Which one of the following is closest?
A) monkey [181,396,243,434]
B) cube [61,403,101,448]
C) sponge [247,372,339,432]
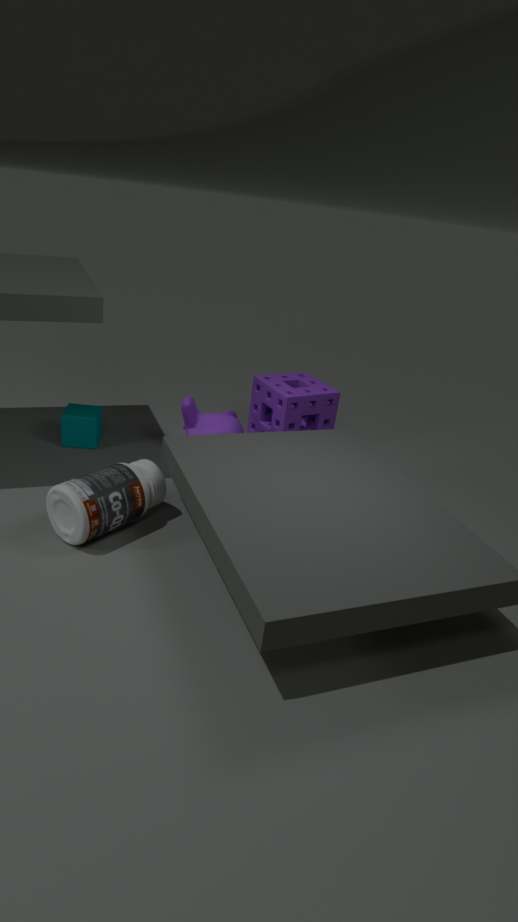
A. monkey [181,396,243,434]
